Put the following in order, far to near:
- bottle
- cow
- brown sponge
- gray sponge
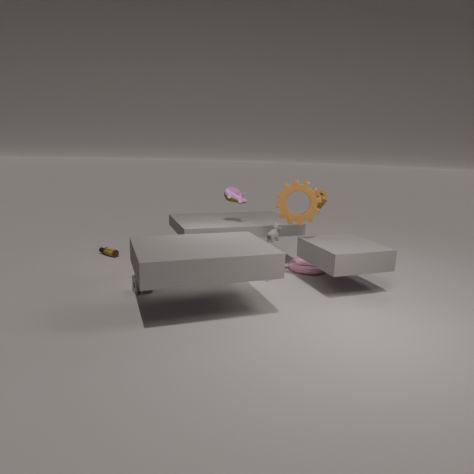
bottle, brown sponge, cow, gray sponge
